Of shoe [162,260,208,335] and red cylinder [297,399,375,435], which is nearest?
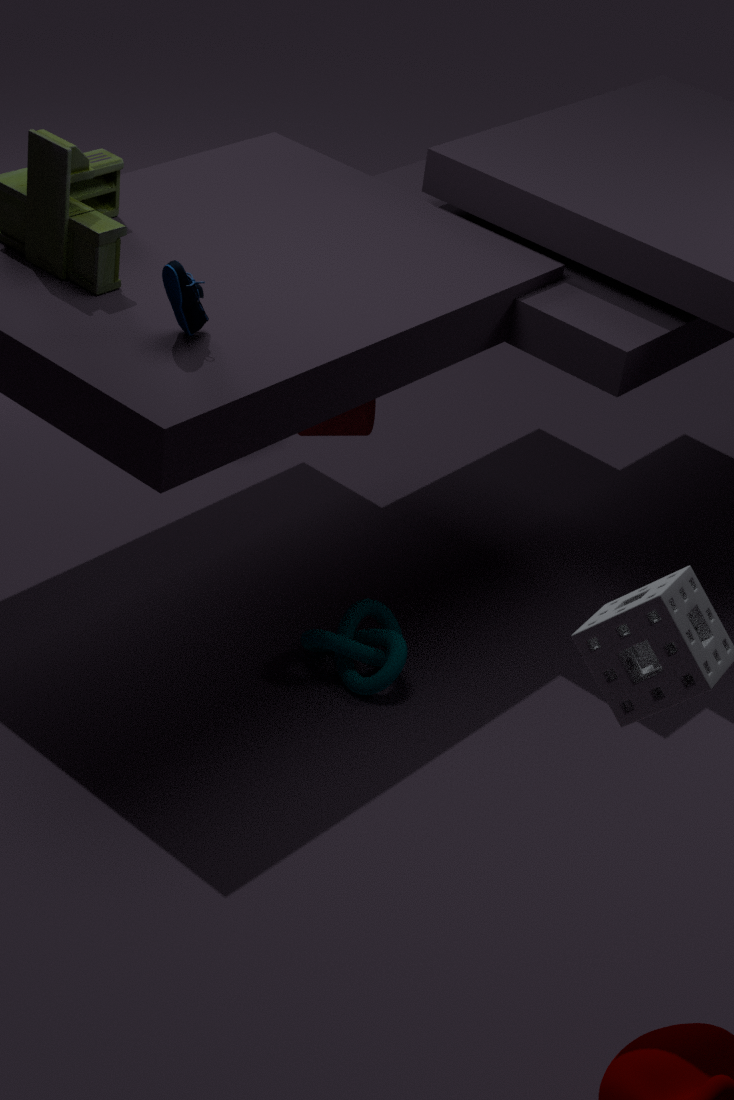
shoe [162,260,208,335]
